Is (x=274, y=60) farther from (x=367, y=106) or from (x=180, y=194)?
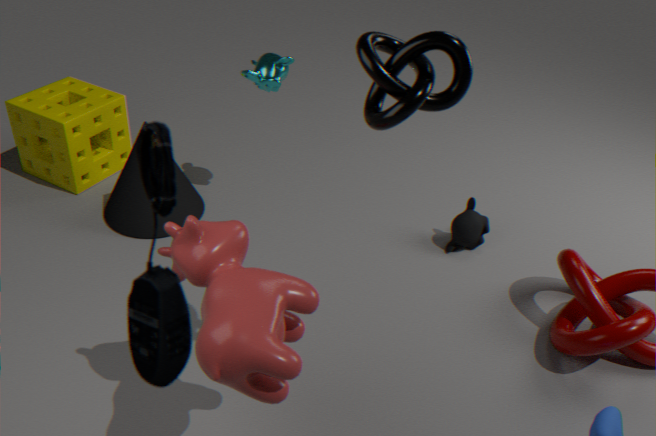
(x=367, y=106)
